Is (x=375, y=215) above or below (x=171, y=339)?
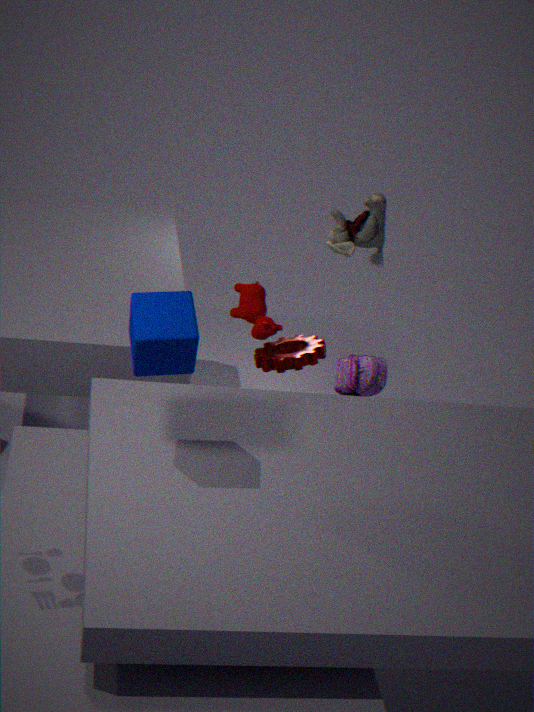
below
